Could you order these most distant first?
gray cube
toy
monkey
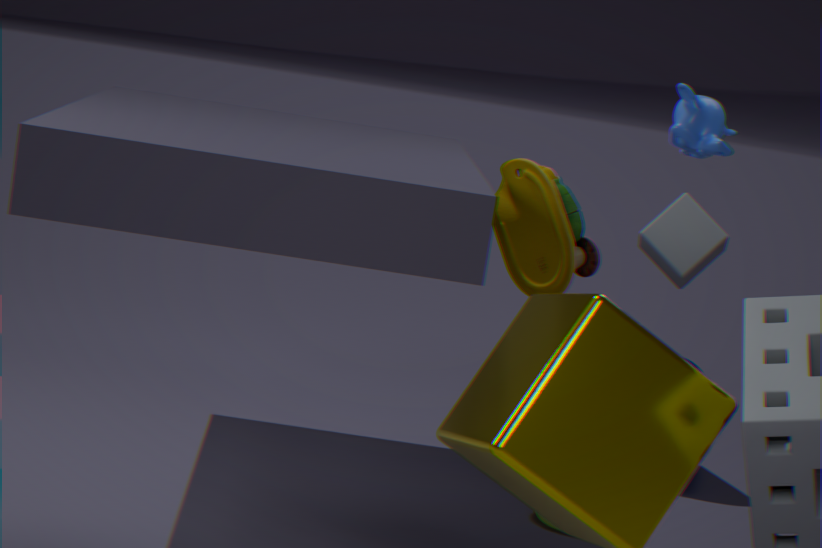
gray cube, toy, monkey
